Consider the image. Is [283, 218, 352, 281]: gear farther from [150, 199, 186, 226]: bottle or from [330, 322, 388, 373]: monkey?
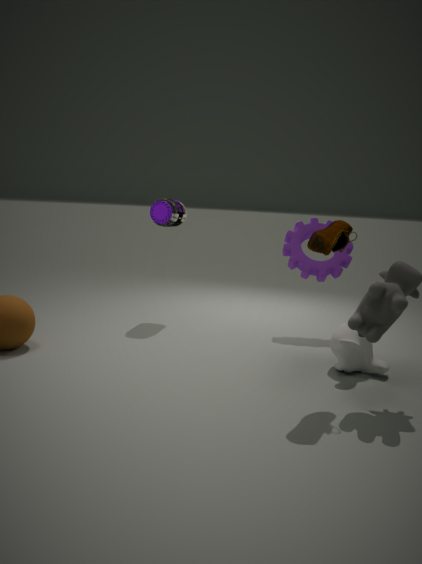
[150, 199, 186, 226]: bottle
